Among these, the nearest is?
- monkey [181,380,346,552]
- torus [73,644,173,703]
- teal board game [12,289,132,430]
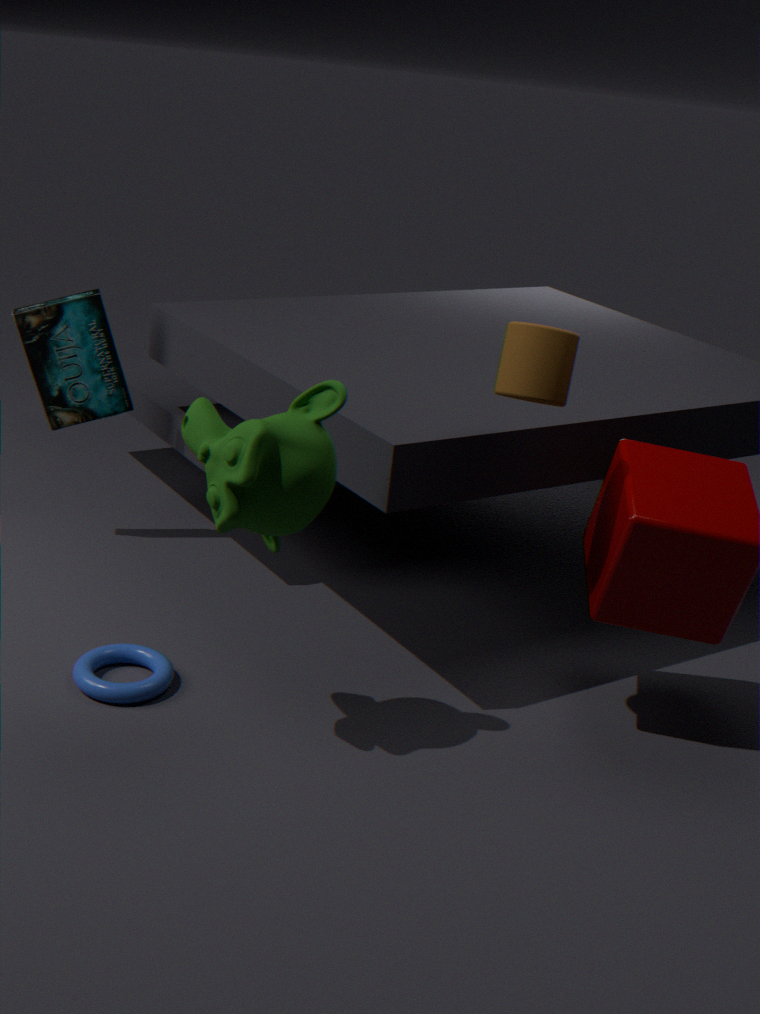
monkey [181,380,346,552]
